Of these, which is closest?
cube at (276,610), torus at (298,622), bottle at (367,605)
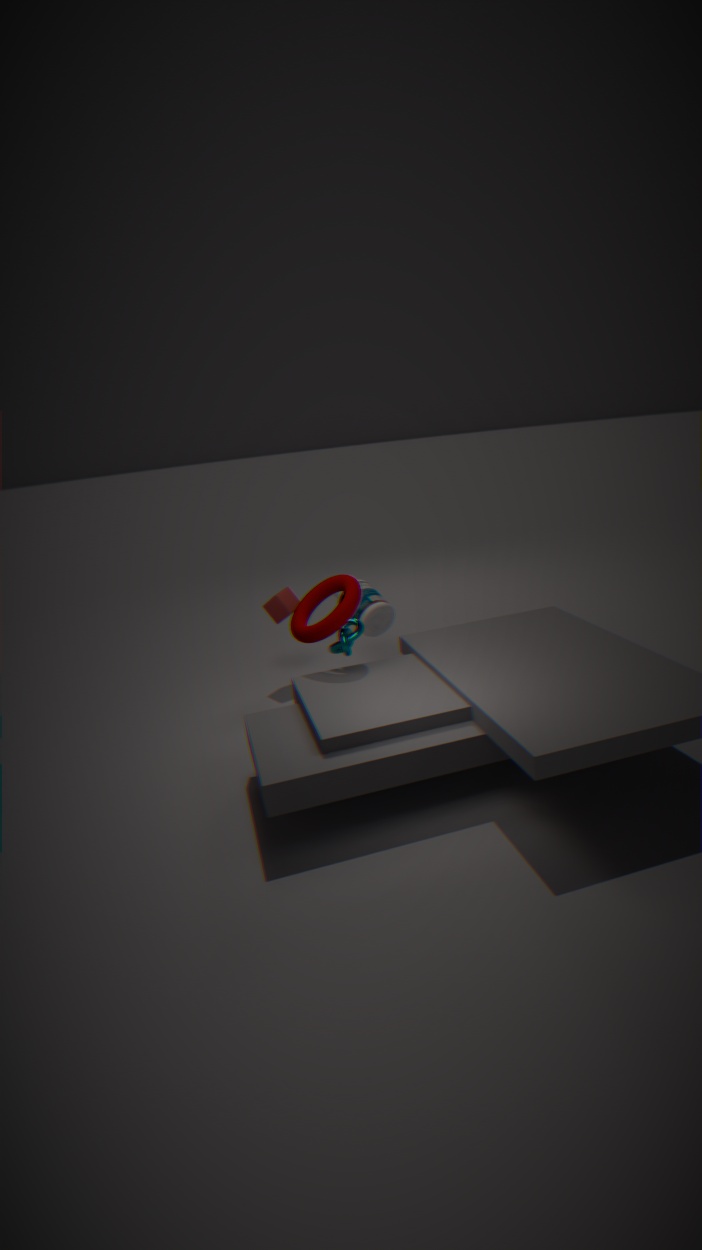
torus at (298,622)
